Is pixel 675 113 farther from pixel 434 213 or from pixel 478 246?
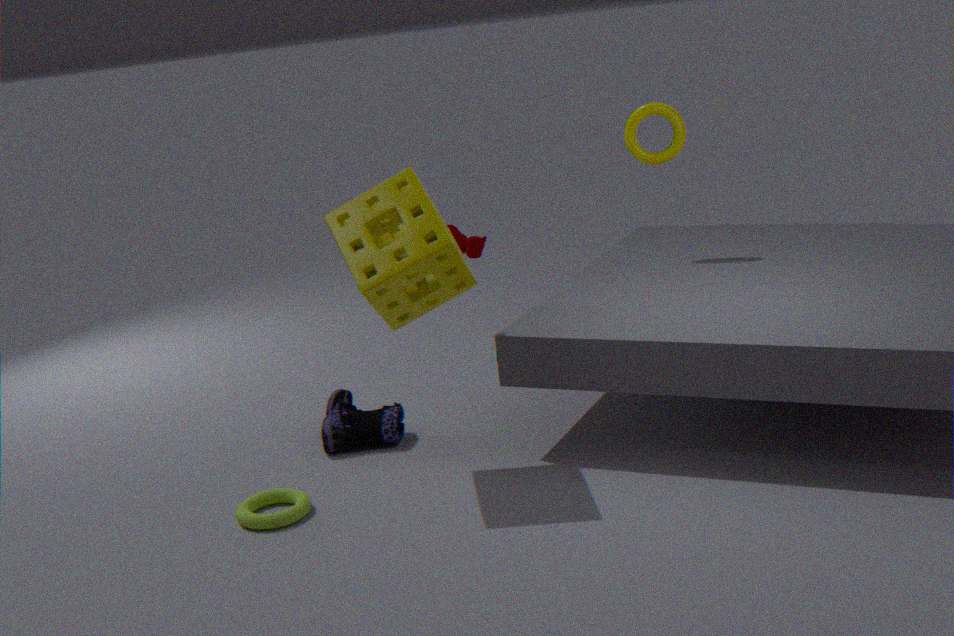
pixel 434 213
